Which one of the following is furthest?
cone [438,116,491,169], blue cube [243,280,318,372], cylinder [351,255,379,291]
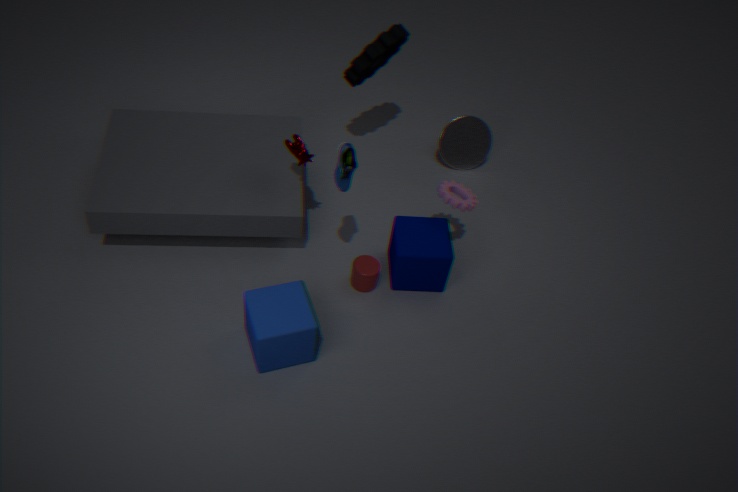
cone [438,116,491,169]
